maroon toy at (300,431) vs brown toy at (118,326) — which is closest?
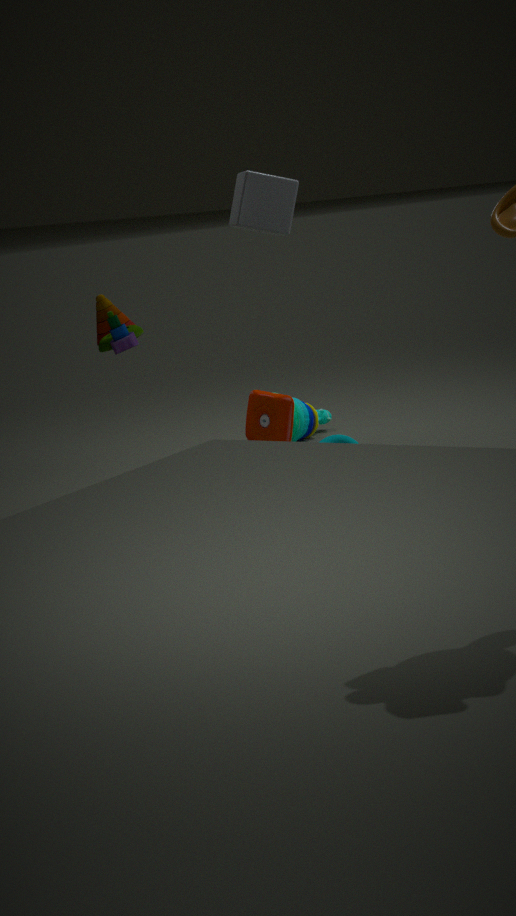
brown toy at (118,326)
